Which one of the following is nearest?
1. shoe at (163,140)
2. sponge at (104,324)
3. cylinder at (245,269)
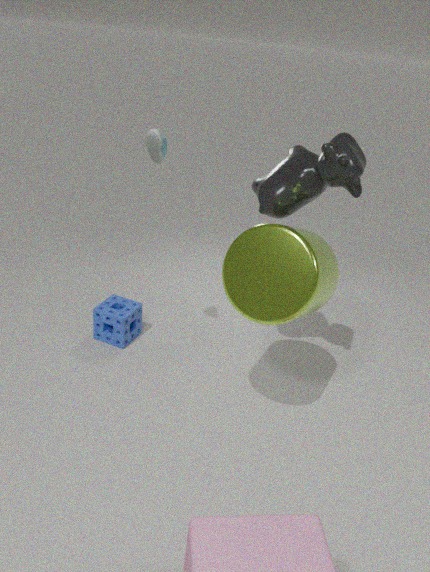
cylinder at (245,269)
